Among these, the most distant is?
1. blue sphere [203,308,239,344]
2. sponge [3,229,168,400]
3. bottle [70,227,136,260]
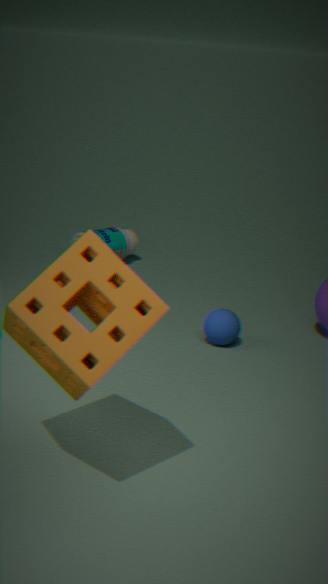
bottle [70,227,136,260]
